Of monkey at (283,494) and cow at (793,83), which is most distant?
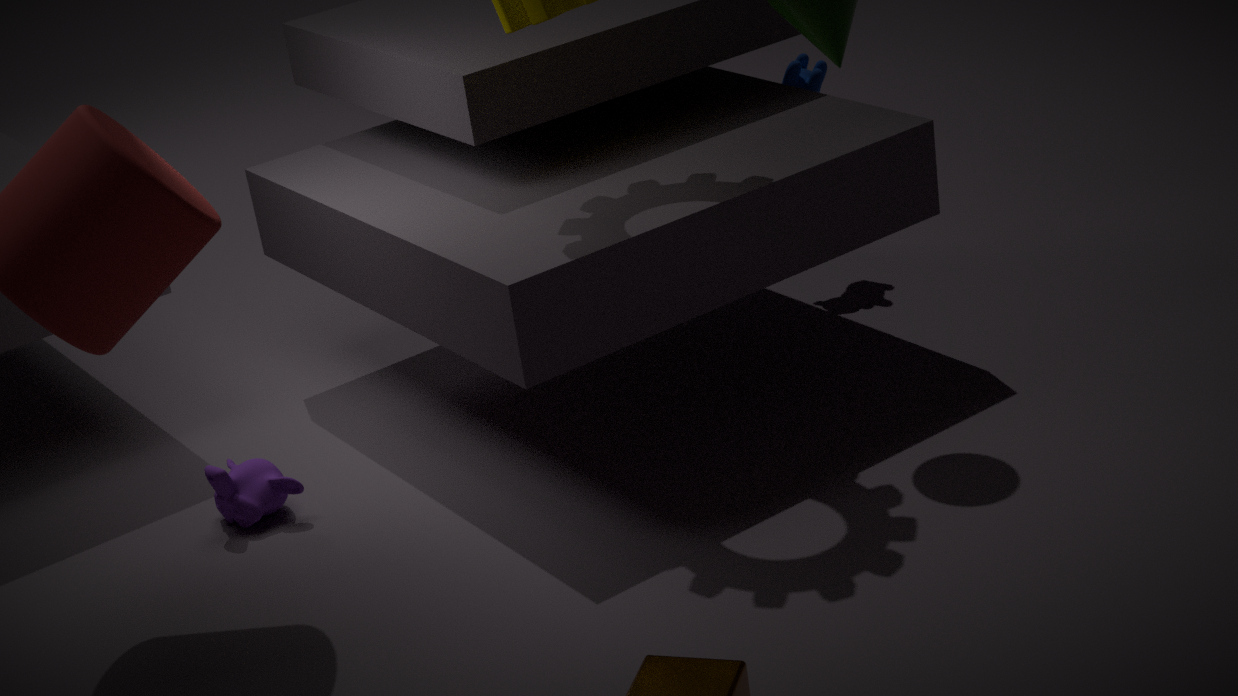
cow at (793,83)
